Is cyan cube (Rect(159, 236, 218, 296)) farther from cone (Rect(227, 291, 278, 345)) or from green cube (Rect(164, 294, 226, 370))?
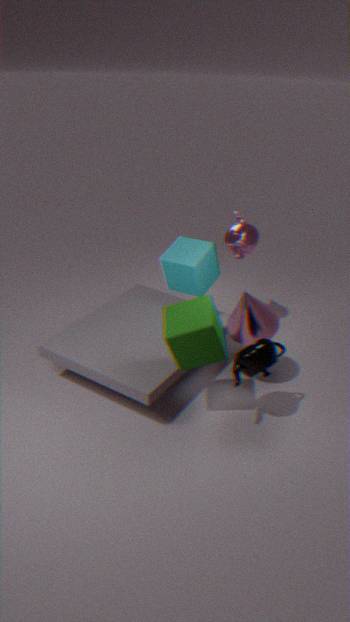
green cube (Rect(164, 294, 226, 370))
